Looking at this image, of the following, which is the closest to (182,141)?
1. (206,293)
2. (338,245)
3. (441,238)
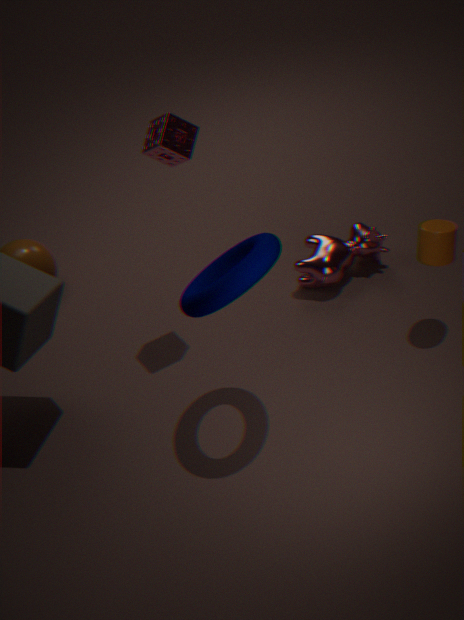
(206,293)
